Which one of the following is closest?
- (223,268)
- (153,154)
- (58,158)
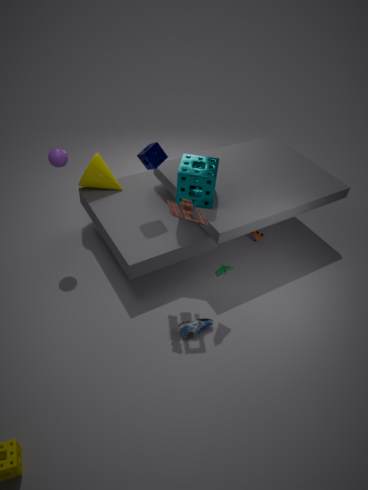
(223,268)
